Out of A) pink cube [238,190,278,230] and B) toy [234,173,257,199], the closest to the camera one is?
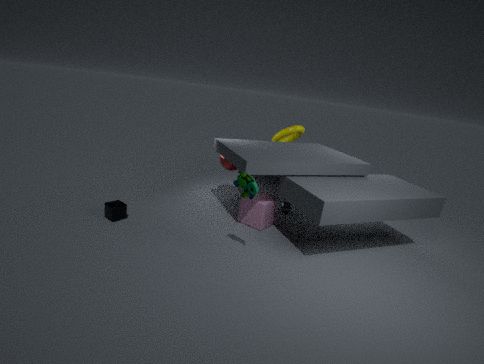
B. toy [234,173,257,199]
